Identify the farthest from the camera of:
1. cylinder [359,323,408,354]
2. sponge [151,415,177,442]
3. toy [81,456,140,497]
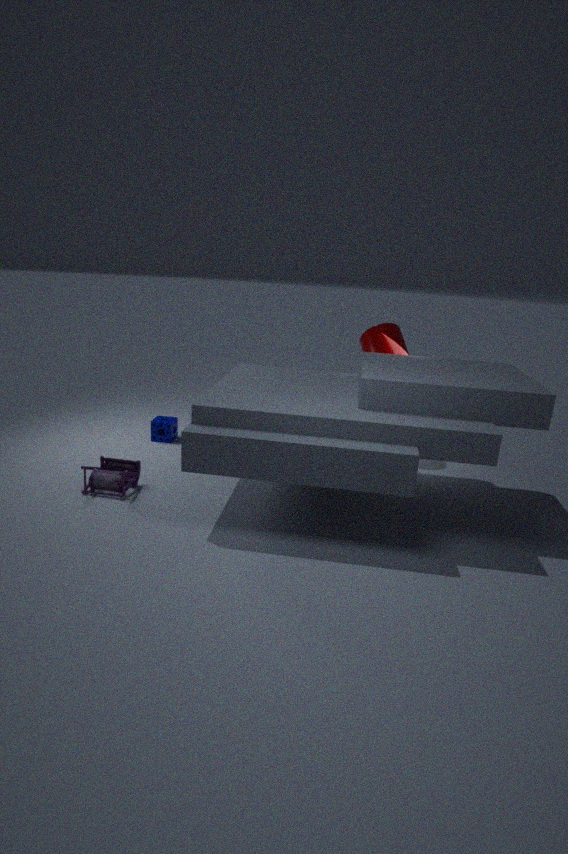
sponge [151,415,177,442]
